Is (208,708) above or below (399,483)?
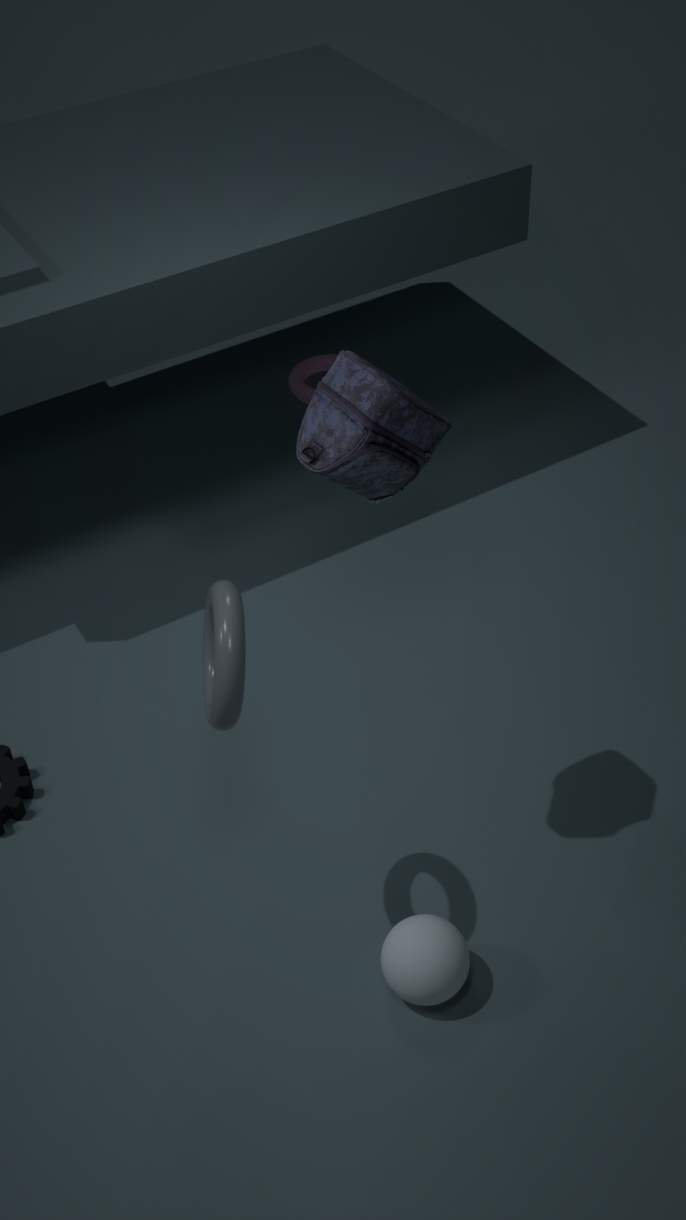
below
